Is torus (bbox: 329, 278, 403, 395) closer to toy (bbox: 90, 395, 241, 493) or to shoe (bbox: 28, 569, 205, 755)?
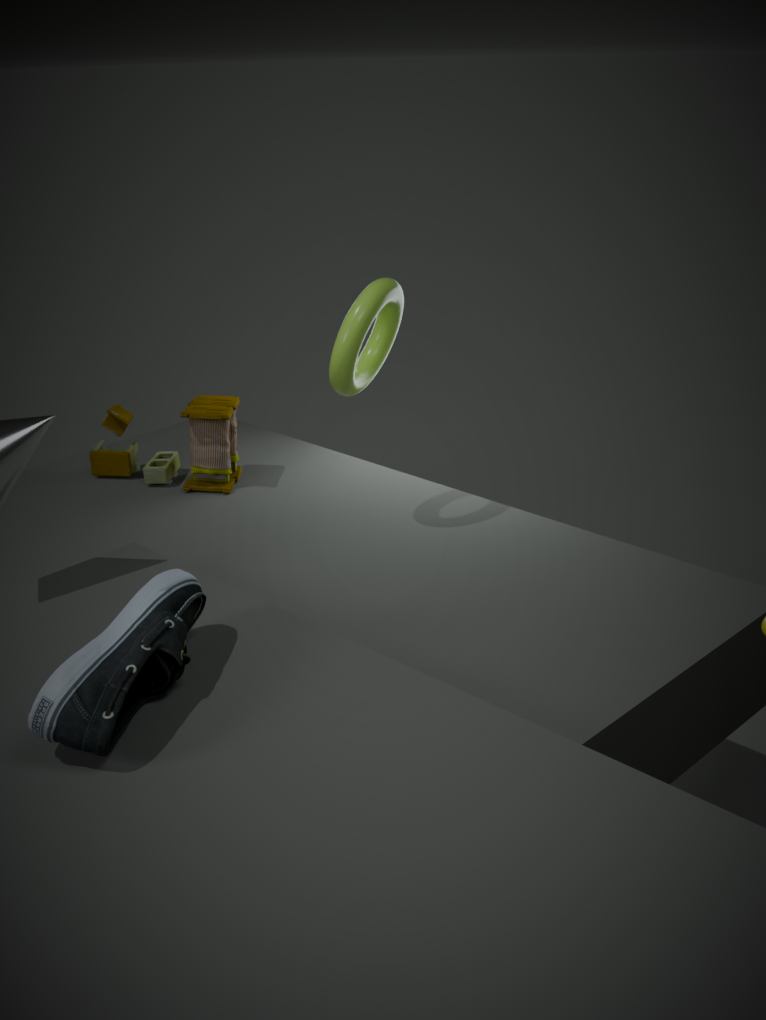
toy (bbox: 90, 395, 241, 493)
